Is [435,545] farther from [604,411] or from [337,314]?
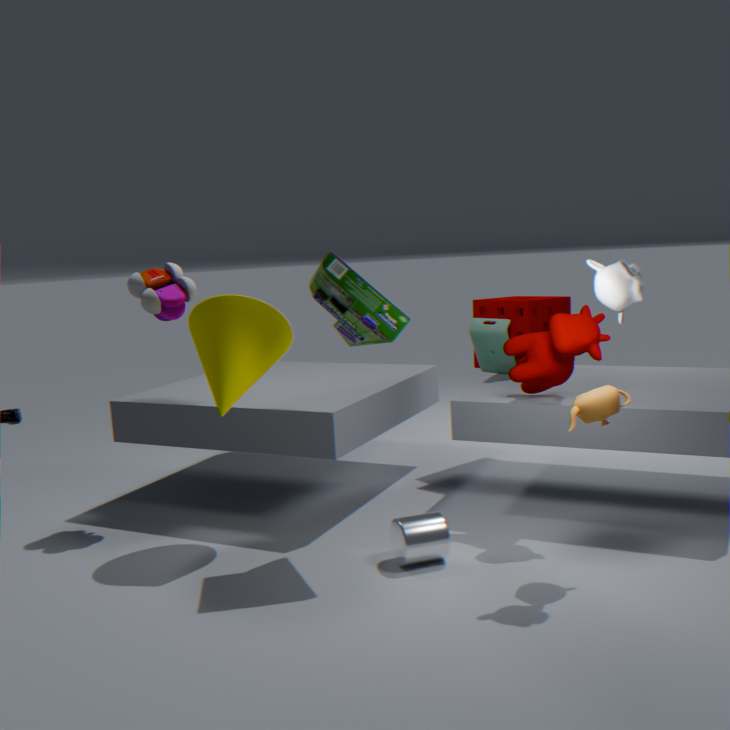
[337,314]
